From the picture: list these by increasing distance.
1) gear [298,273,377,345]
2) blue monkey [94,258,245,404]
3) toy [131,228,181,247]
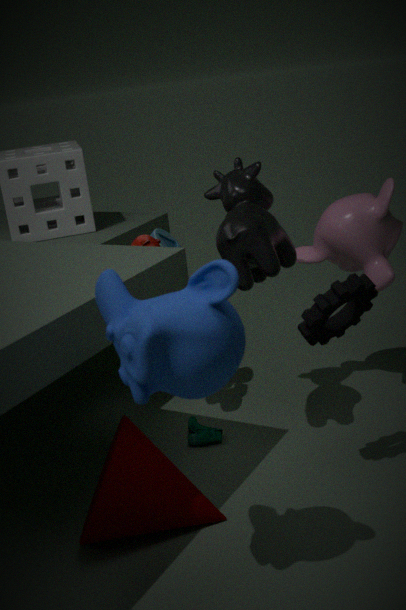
1. 2. blue monkey [94,258,245,404]
2. 1. gear [298,273,377,345]
3. 3. toy [131,228,181,247]
